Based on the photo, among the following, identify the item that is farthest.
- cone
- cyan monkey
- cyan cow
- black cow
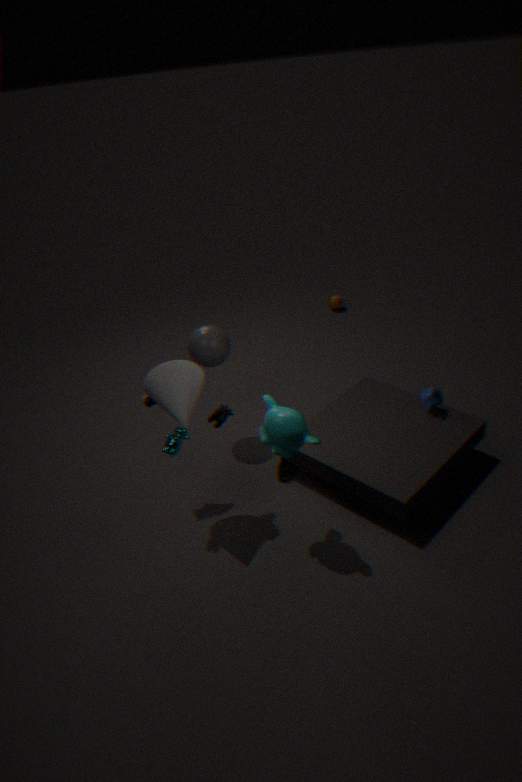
black cow
